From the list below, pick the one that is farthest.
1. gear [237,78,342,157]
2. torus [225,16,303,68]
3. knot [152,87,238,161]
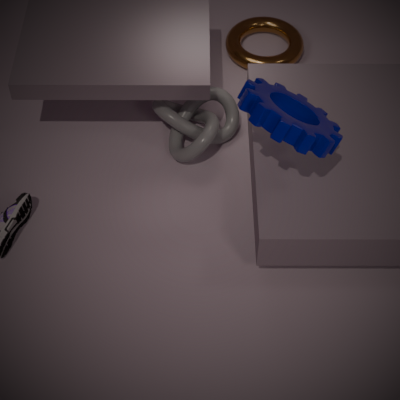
torus [225,16,303,68]
